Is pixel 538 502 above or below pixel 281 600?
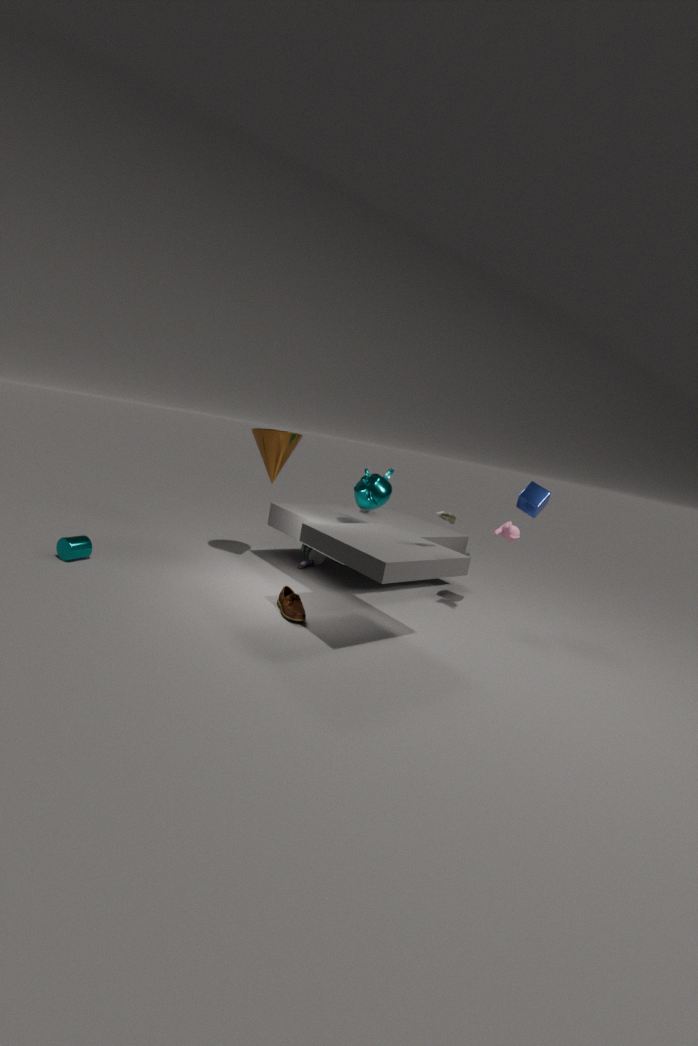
above
